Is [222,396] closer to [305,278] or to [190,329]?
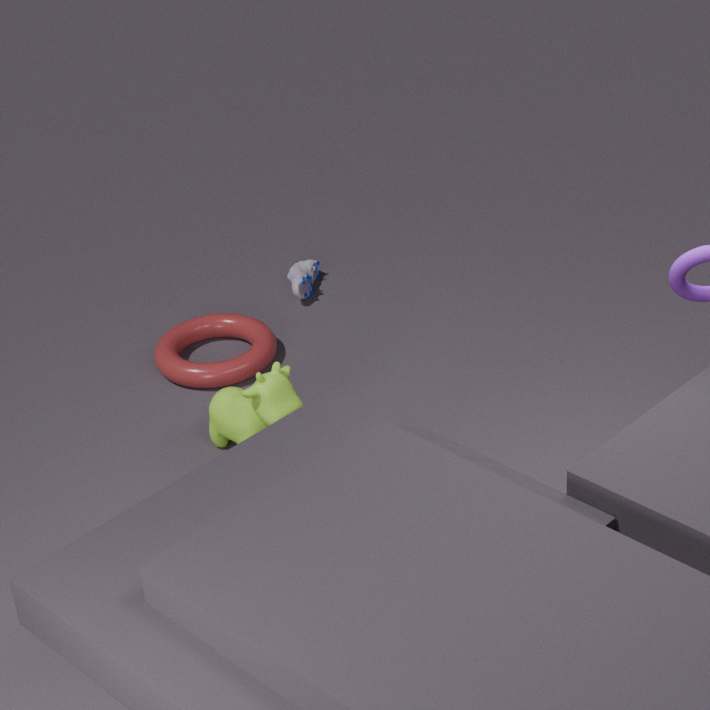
[190,329]
